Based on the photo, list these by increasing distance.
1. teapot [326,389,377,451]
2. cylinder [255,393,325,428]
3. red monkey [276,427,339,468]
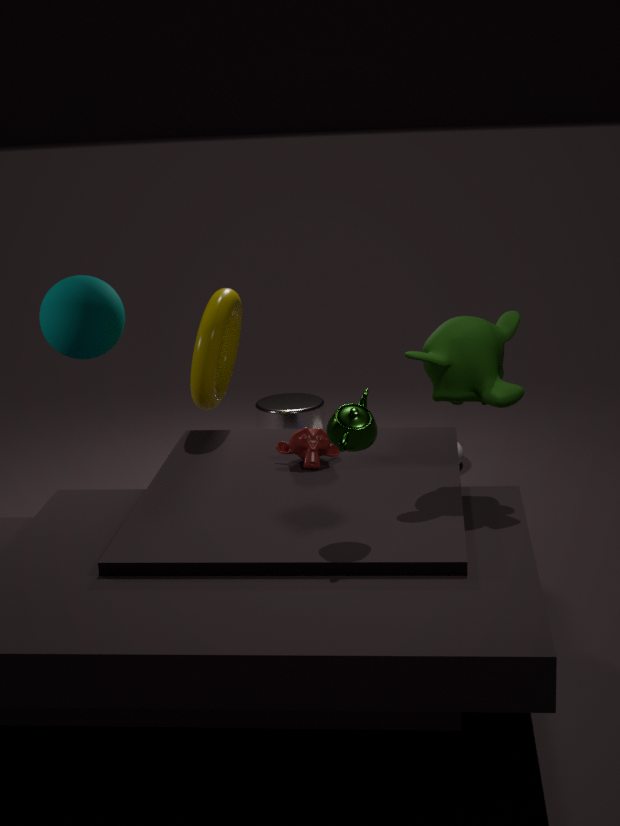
teapot [326,389,377,451] < red monkey [276,427,339,468] < cylinder [255,393,325,428]
